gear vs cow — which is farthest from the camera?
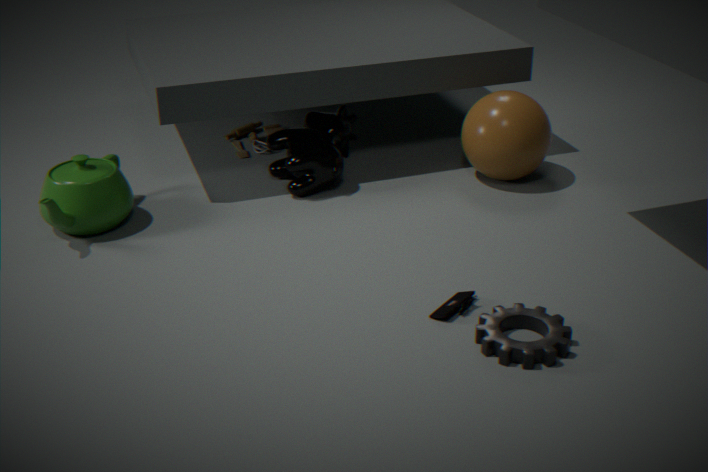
cow
